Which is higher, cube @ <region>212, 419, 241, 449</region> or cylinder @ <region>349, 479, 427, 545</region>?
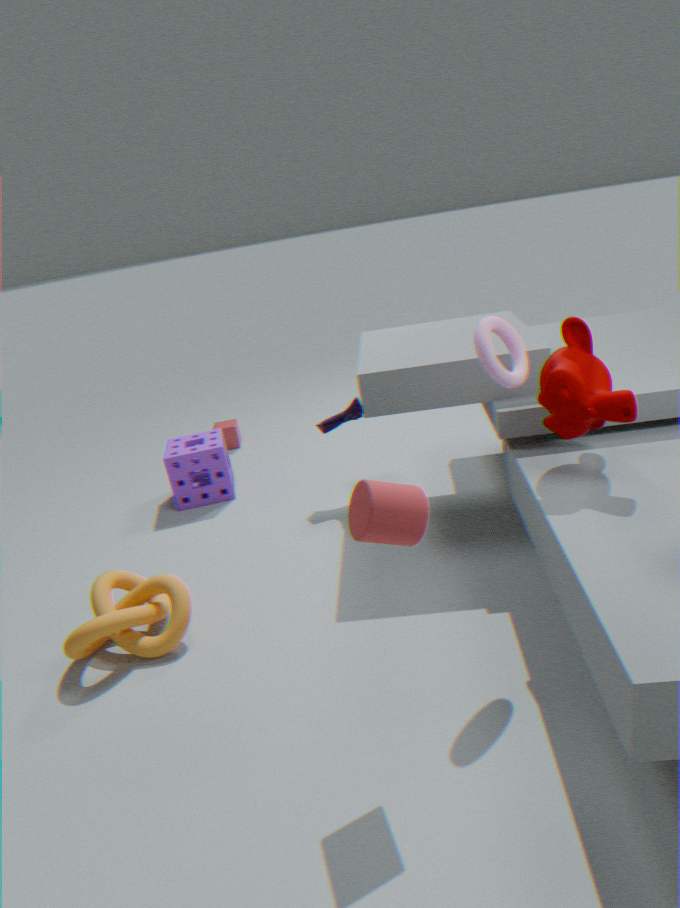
cylinder @ <region>349, 479, 427, 545</region>
